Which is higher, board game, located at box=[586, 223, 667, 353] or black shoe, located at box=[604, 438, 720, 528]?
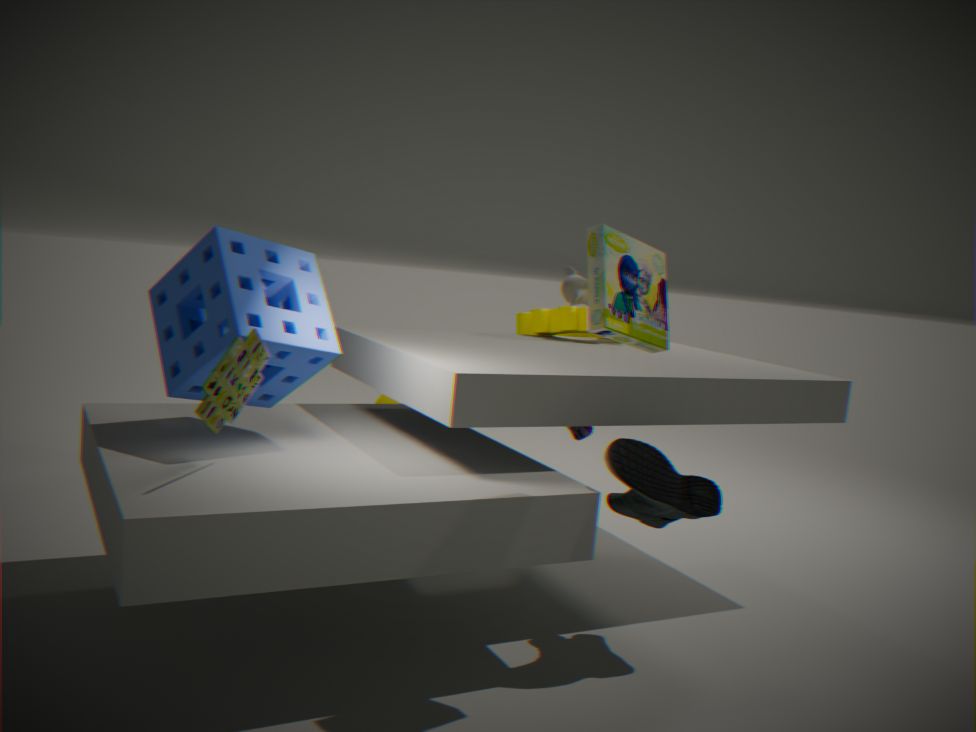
board game, located at box=[586, 223, 667, 353]
